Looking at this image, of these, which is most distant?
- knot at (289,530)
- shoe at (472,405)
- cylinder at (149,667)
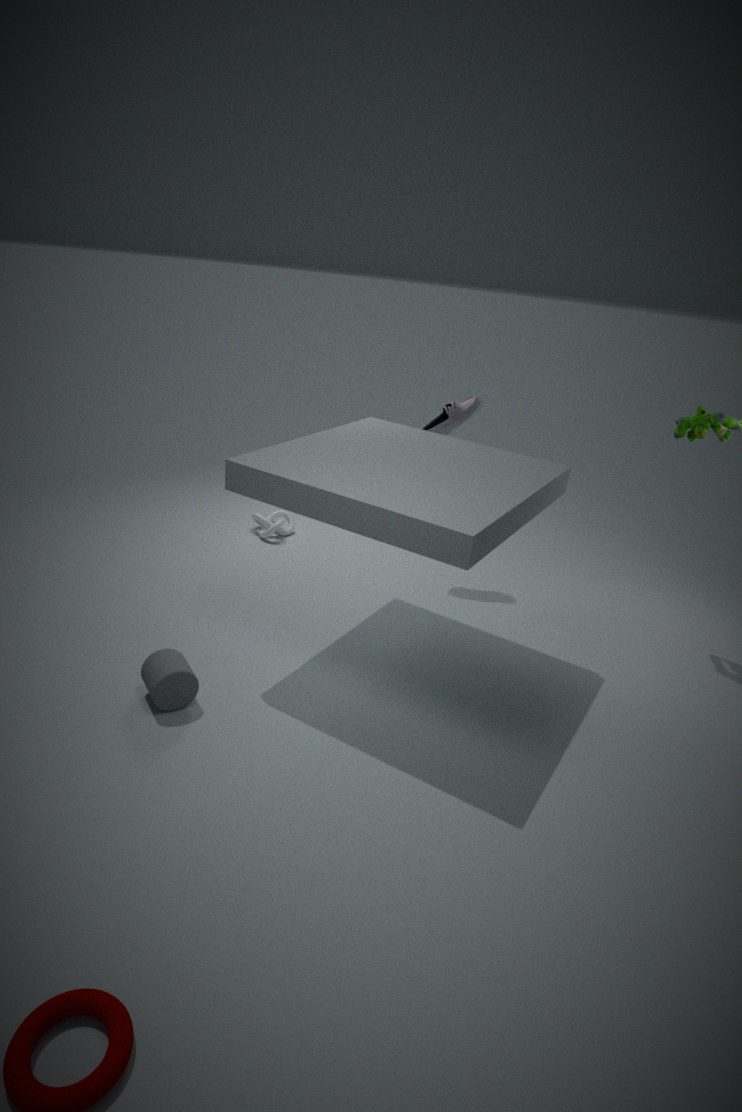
knot at (289,530)
